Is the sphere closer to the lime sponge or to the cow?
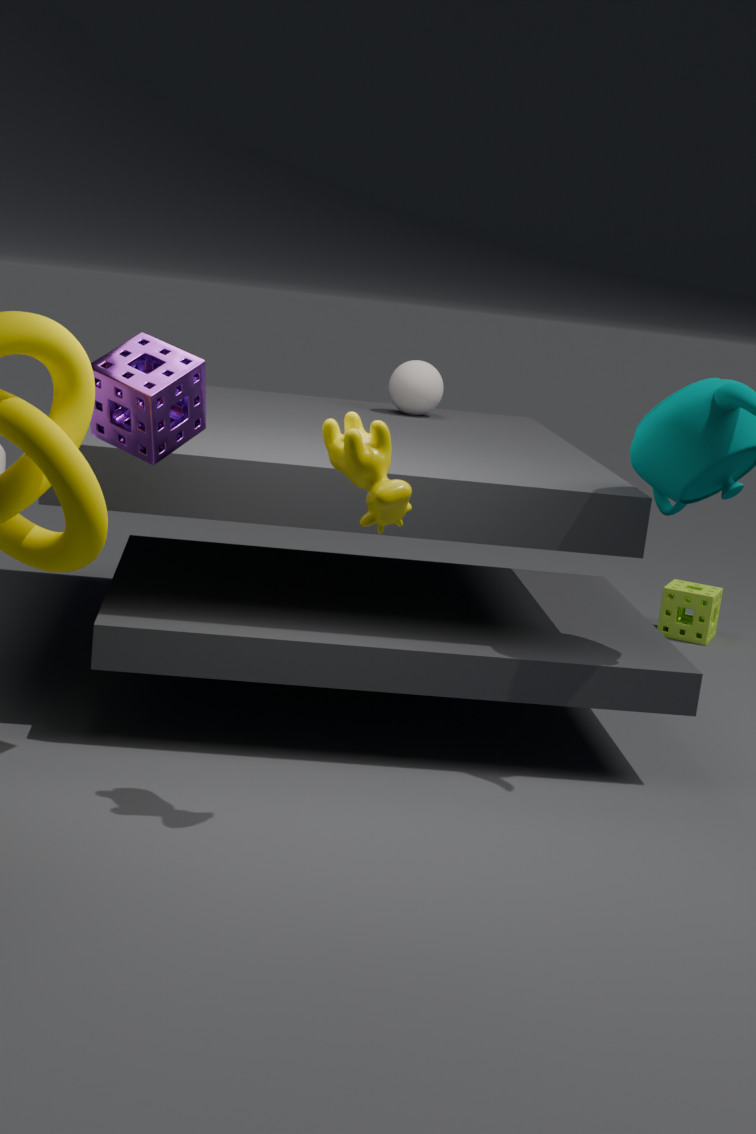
the lime sponge
